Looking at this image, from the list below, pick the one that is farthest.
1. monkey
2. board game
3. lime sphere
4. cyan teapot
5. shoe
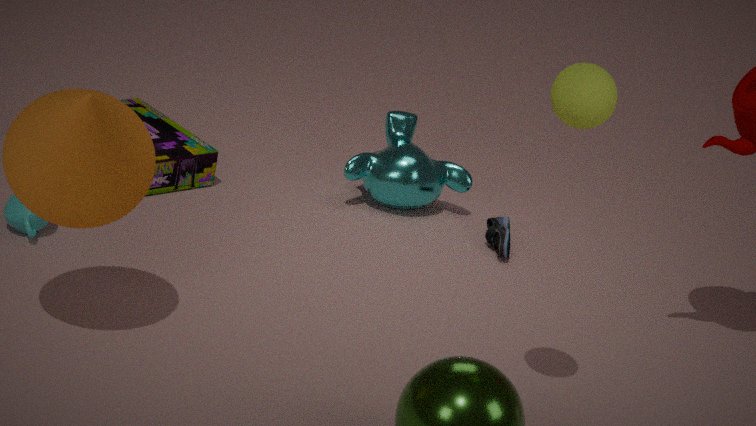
monkey
